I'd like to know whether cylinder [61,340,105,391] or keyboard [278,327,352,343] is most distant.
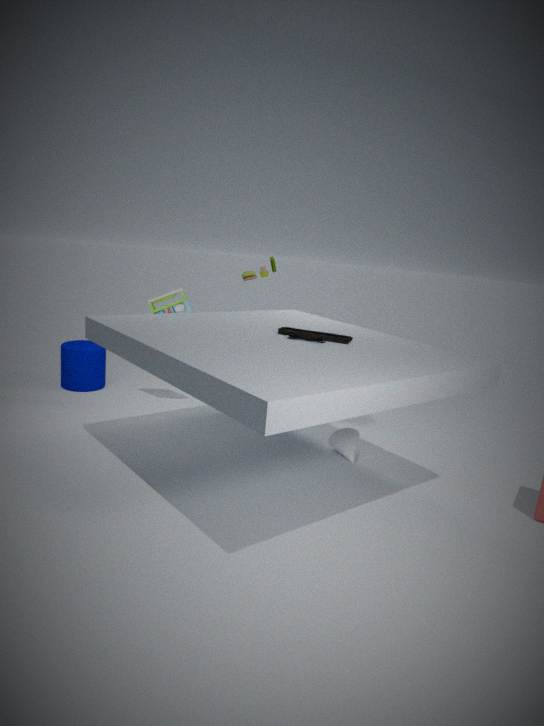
cylinder [61,340,105,391]
